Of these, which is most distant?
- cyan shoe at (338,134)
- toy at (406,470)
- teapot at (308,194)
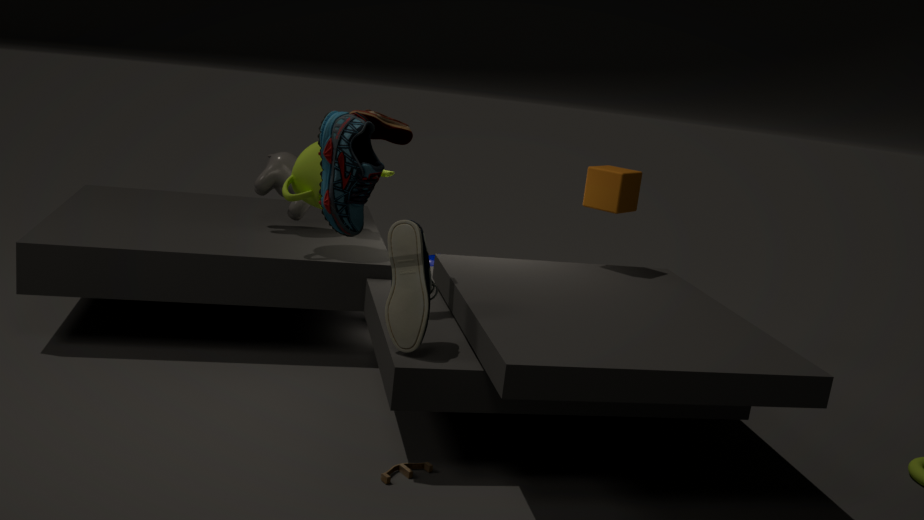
teapot at (308,194)
